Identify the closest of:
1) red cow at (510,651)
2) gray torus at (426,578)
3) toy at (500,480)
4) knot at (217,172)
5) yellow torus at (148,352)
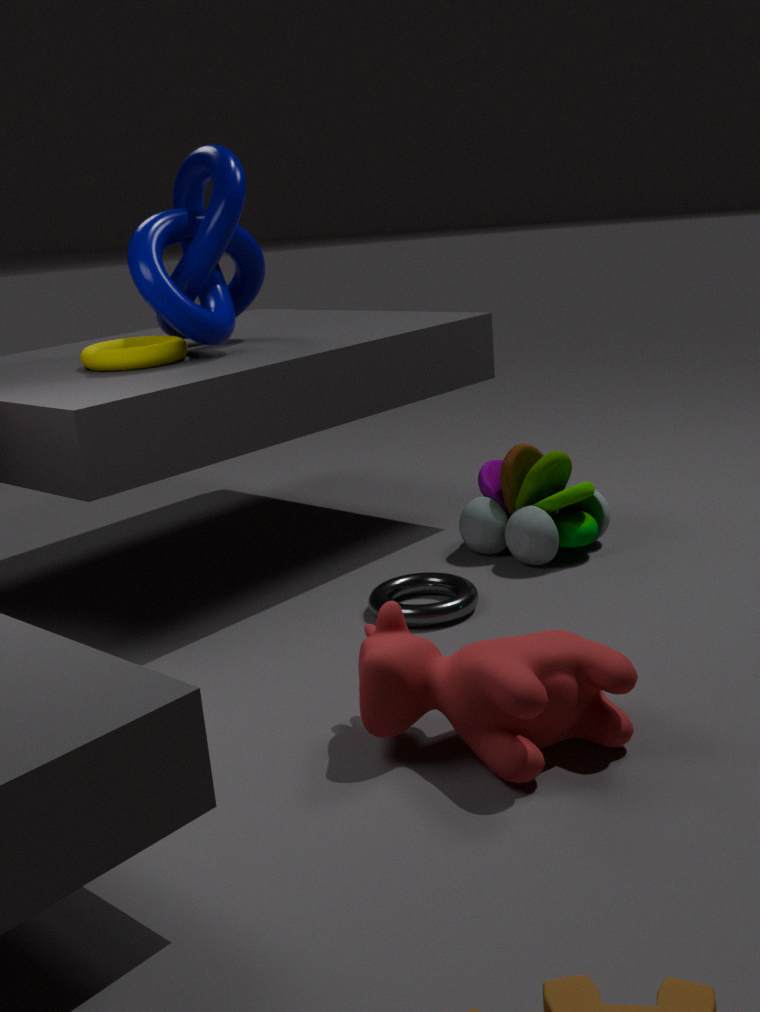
A: 1. red cow at (510,651)
